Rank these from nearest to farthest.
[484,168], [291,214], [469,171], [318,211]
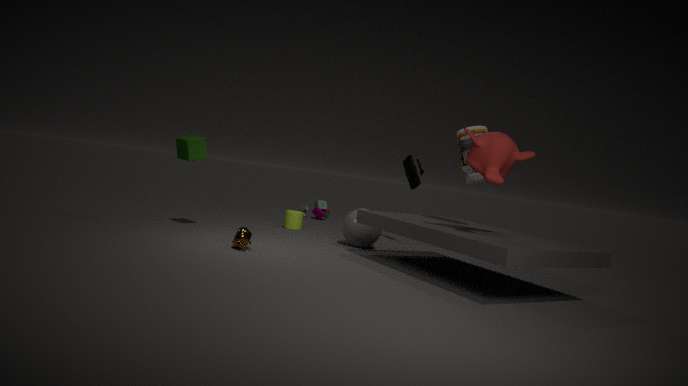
[484,168] → [469,171] → [291,214] → [318,211]
